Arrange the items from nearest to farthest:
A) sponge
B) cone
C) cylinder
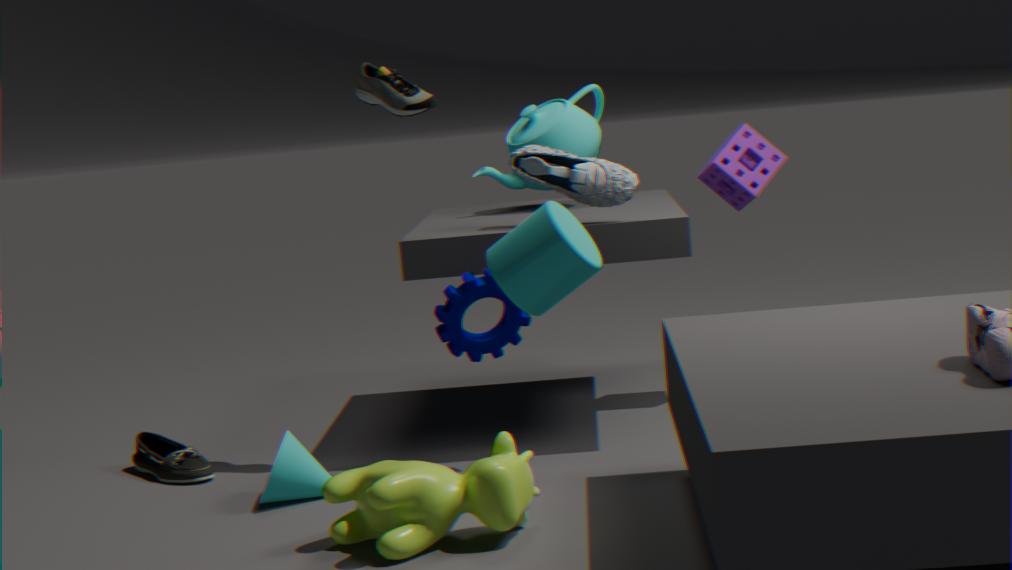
1. cylinder
2. cone
3. sponge
